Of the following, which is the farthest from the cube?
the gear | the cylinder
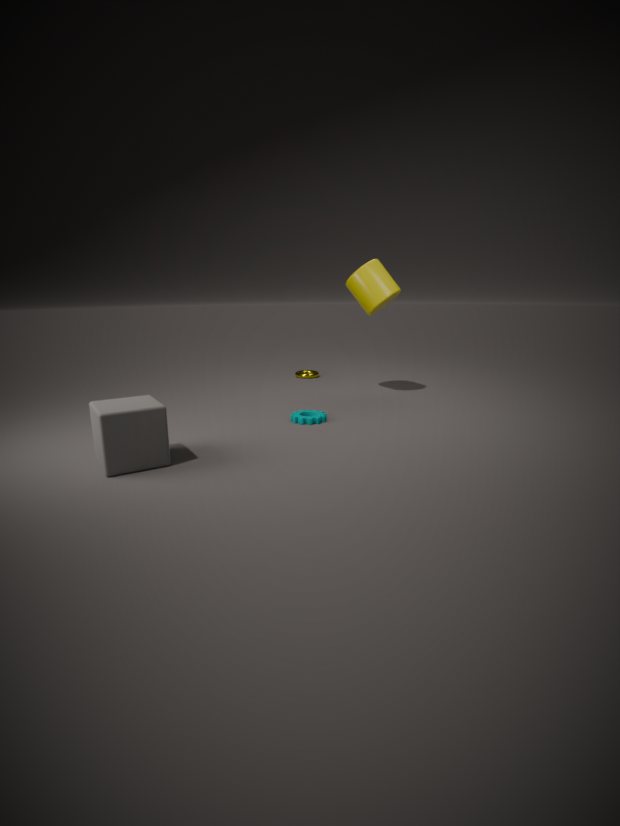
the cylinder
